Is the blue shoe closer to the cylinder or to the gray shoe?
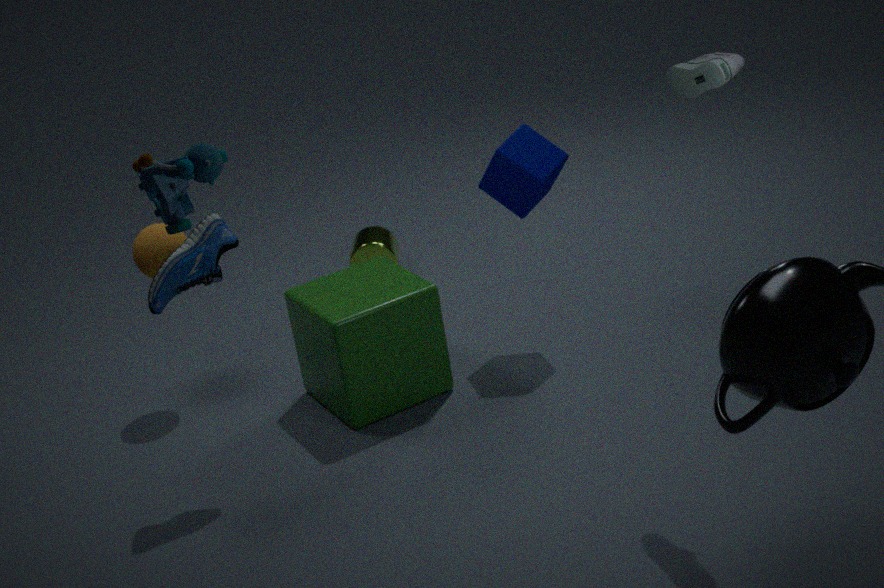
the cylinder
